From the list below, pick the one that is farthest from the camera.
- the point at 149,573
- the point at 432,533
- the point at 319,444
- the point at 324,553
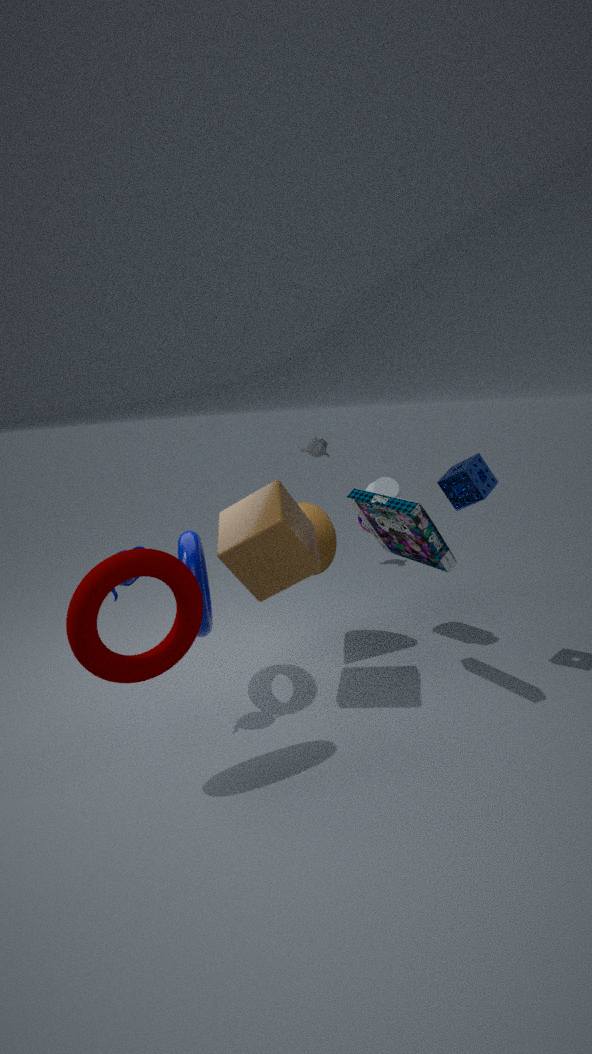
the point at 319,444
